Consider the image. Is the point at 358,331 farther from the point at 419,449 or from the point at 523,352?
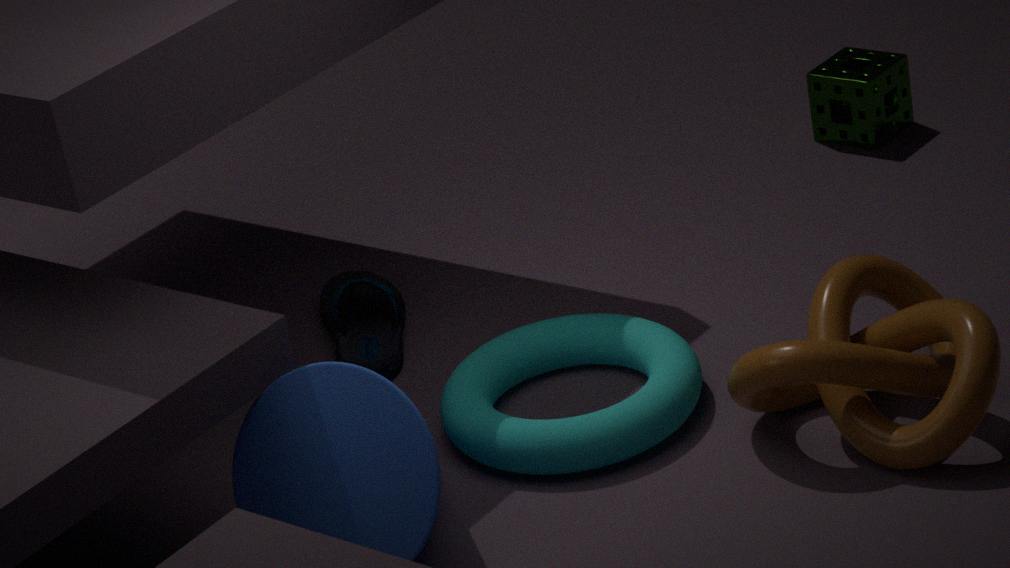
the point at 419,449
